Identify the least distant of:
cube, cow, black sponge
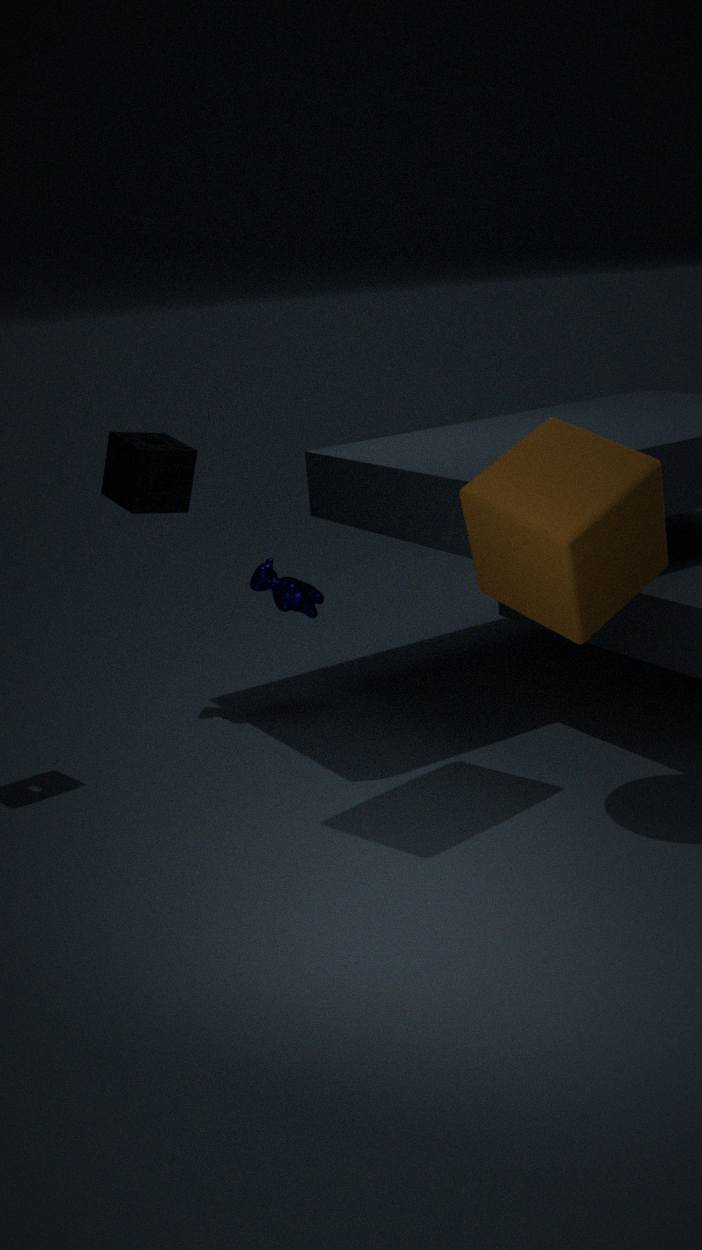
cube
